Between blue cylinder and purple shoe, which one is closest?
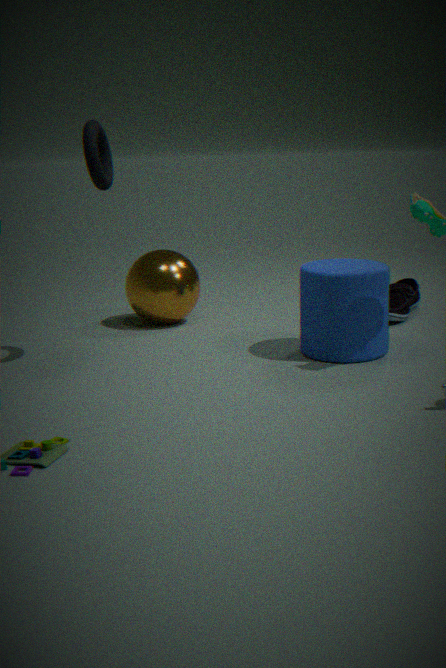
blue cylinder
